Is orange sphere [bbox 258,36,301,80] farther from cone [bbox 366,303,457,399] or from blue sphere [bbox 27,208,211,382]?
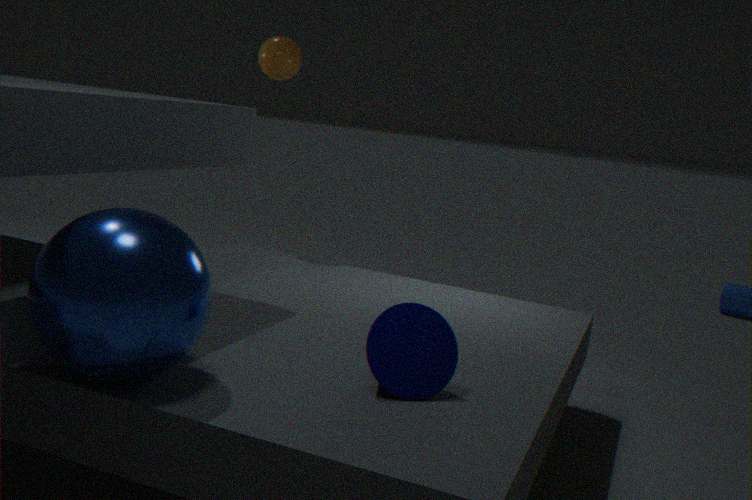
cone [bbox 366,303,457,399]
